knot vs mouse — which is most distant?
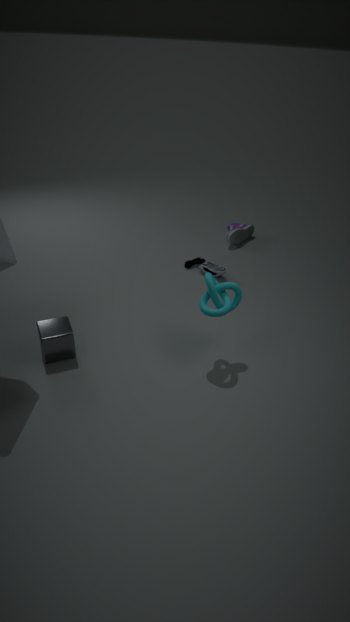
mouse
